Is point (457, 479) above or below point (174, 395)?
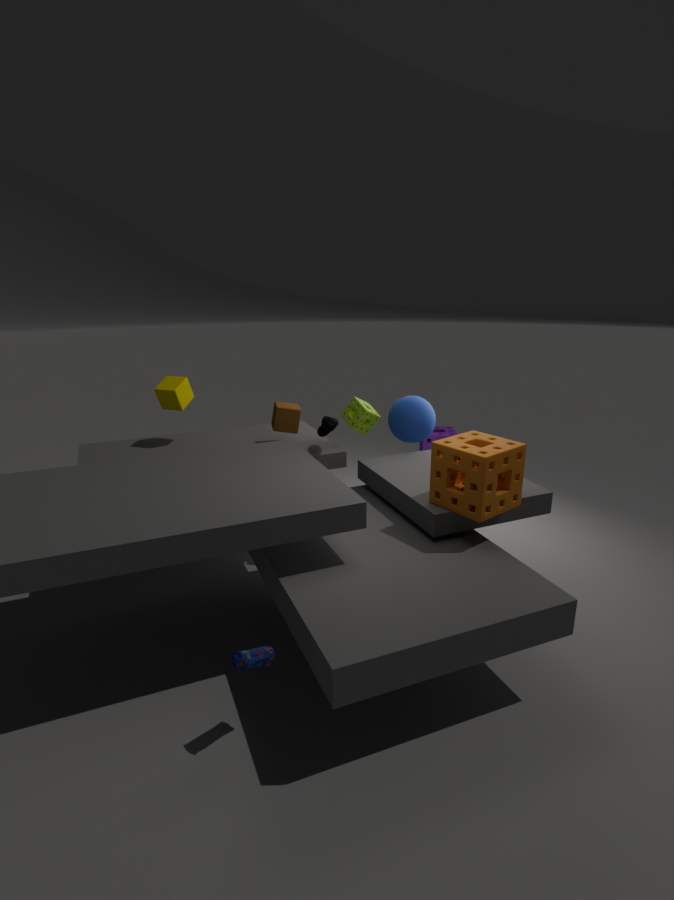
below
